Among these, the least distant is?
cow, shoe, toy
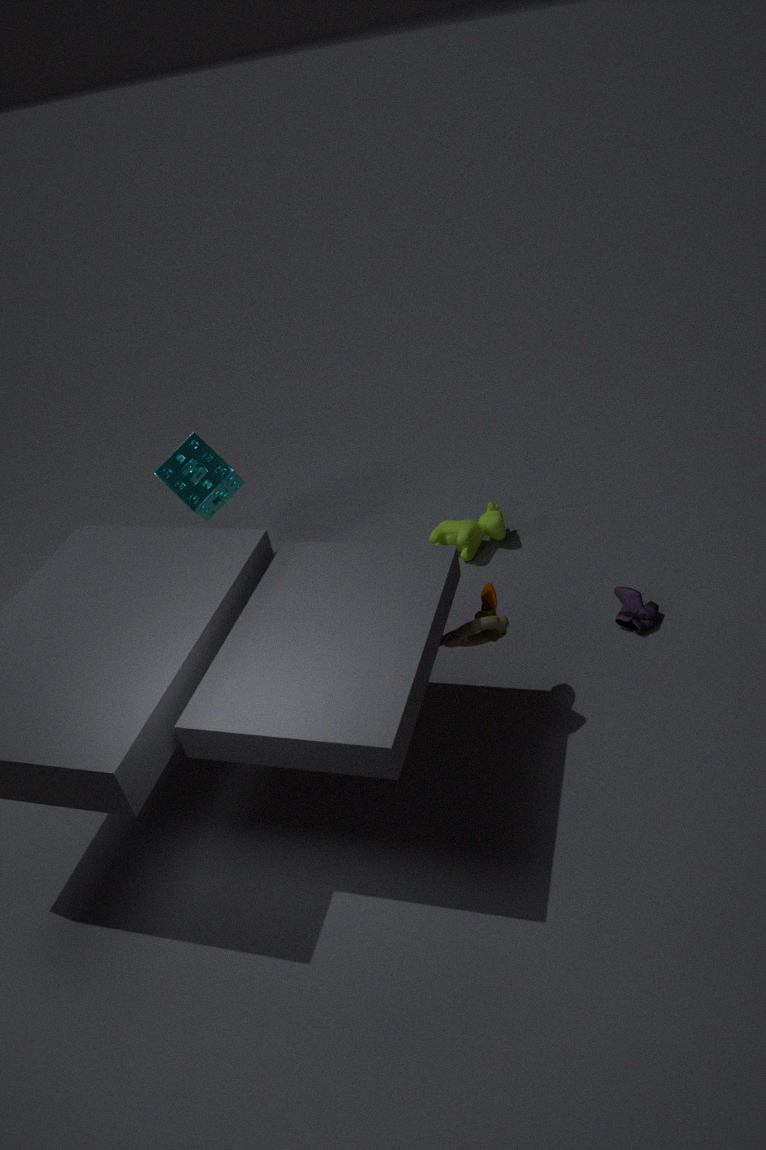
toy
